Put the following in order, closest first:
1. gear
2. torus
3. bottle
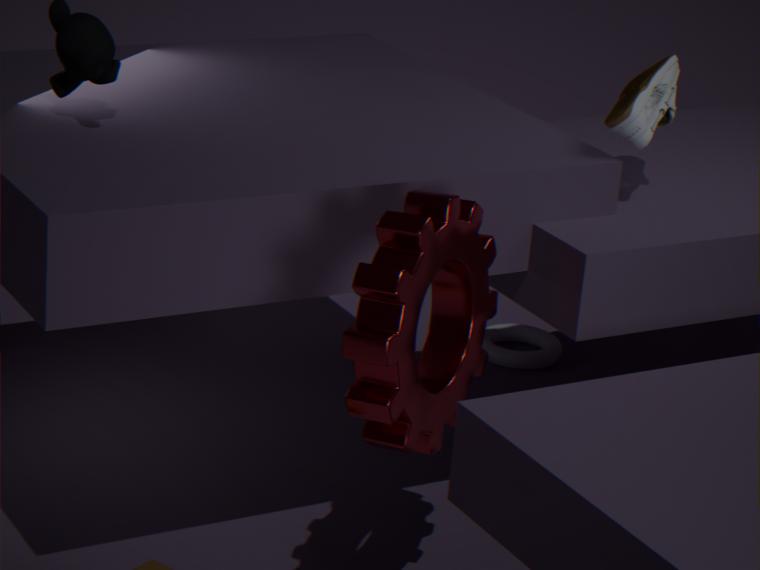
gear → bottle → torus
